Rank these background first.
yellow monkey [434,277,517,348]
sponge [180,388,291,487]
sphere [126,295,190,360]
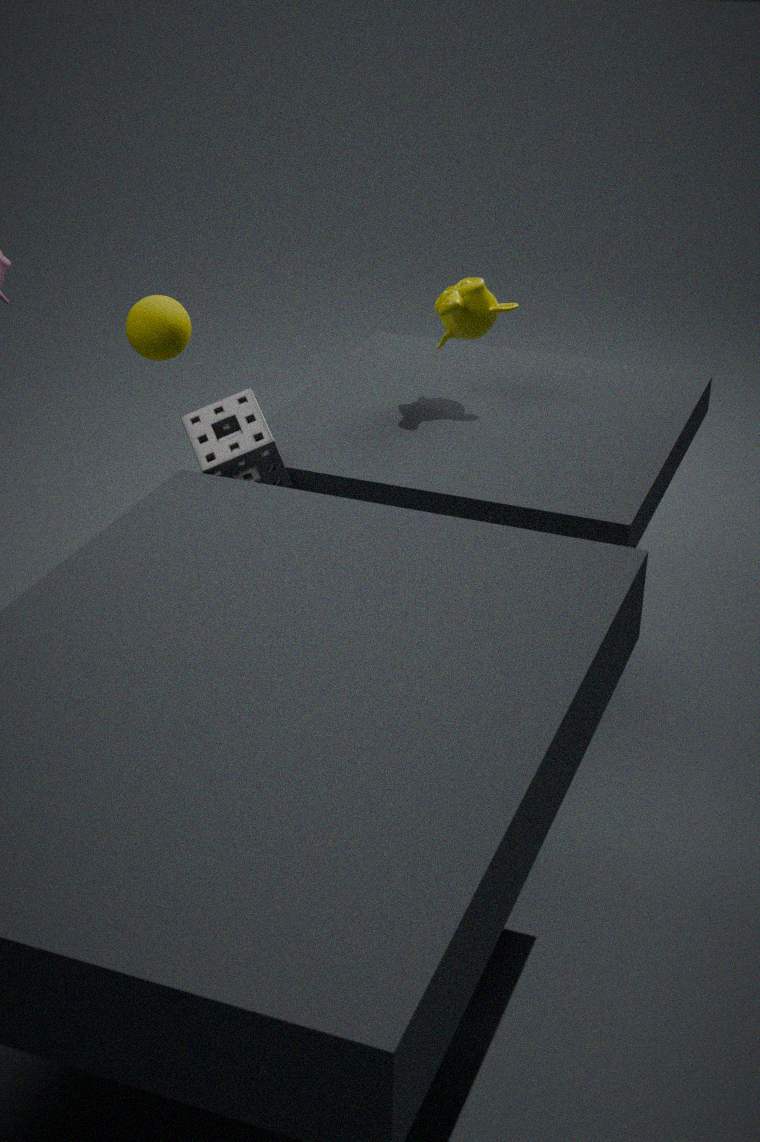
1. sphere [126,295,190,360]
2. yellow monkey [434,277,517,348]
3. sponge [180,388,291,487]
